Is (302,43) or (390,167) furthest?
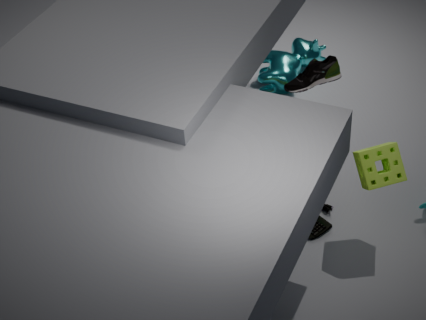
(302,43)
